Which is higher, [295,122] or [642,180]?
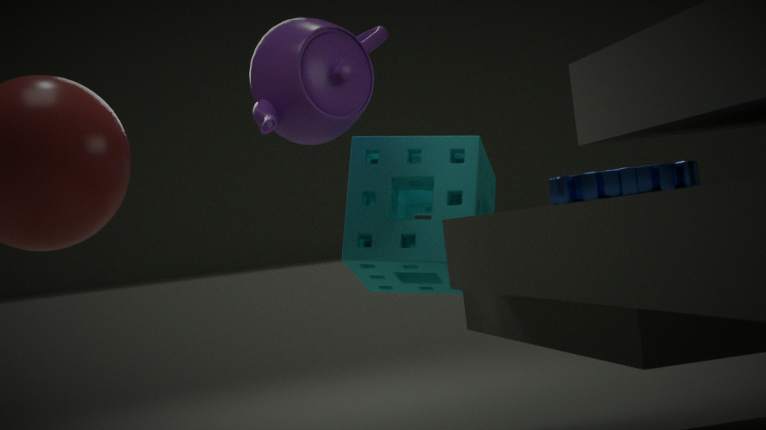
[295,122]
